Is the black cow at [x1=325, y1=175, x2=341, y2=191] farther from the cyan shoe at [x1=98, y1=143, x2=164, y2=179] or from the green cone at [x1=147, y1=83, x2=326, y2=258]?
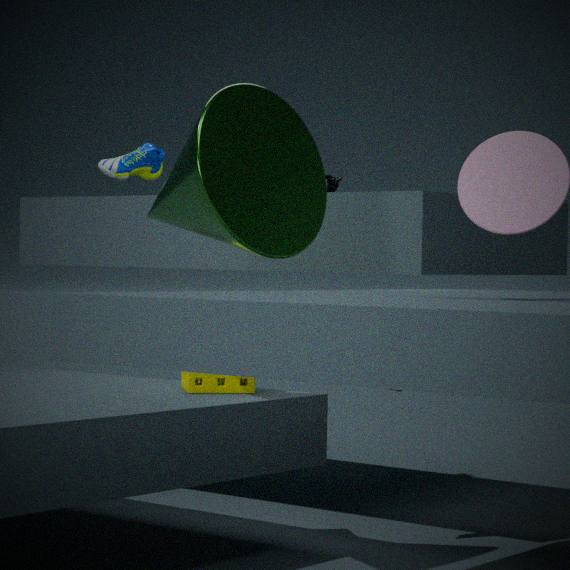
the green cone at [x1=147, y1=83, x2=326, y2=258]
